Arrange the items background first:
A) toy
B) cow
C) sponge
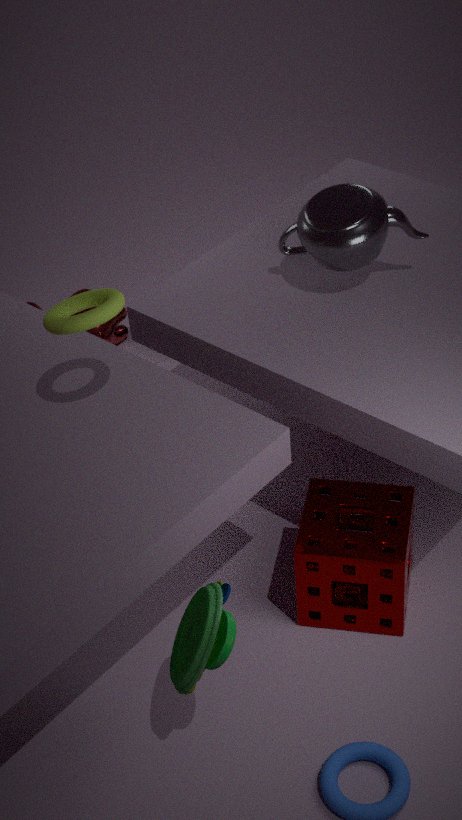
1. B. cow
2. C. sponge
3. A. toy
